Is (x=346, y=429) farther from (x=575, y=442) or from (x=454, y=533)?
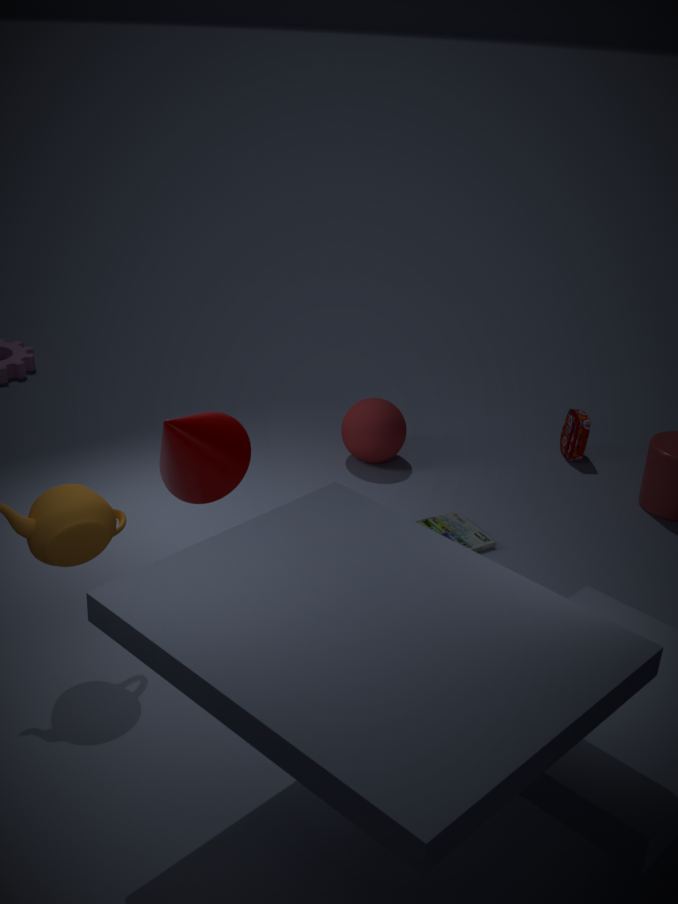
(x=575, y=442)
